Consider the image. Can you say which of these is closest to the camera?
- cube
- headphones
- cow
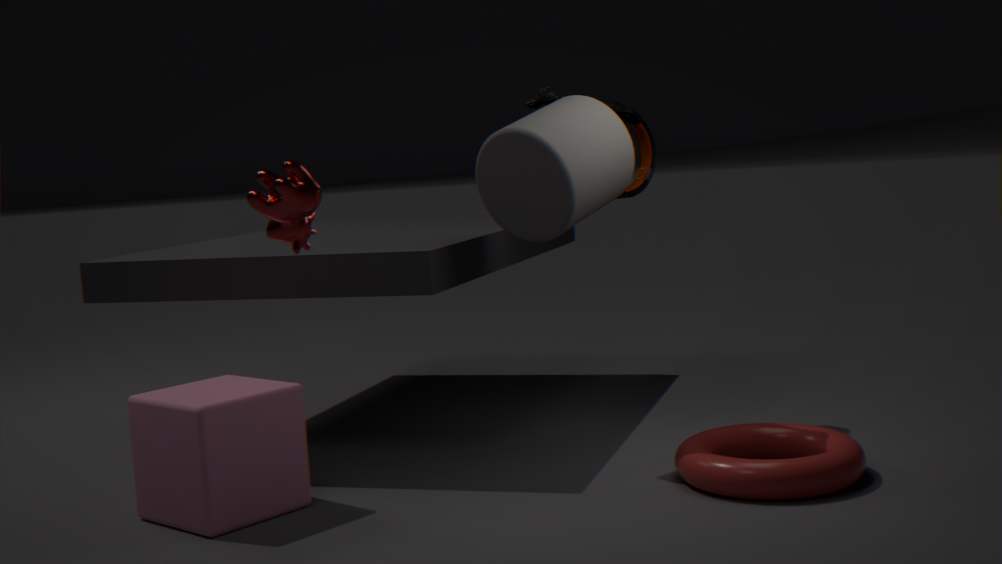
cow
